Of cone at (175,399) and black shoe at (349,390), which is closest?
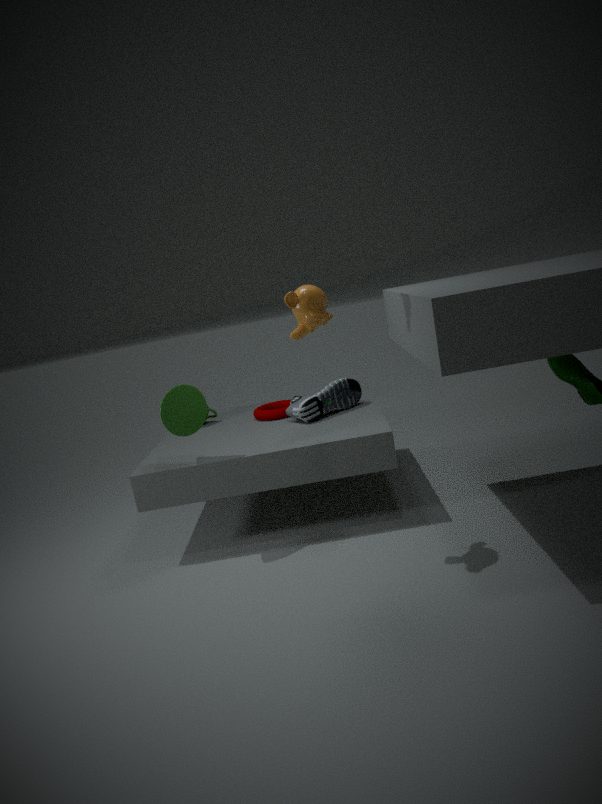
cone at (175,399)
